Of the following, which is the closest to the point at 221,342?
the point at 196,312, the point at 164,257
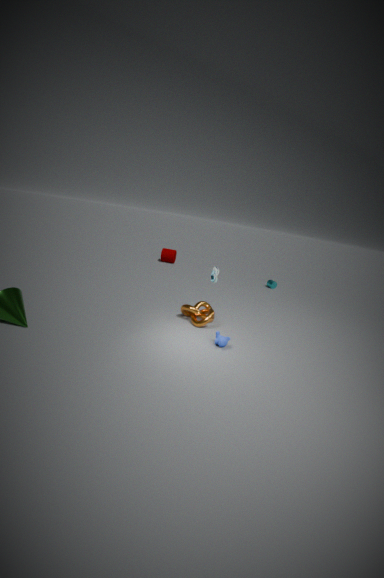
the point at 196,312
